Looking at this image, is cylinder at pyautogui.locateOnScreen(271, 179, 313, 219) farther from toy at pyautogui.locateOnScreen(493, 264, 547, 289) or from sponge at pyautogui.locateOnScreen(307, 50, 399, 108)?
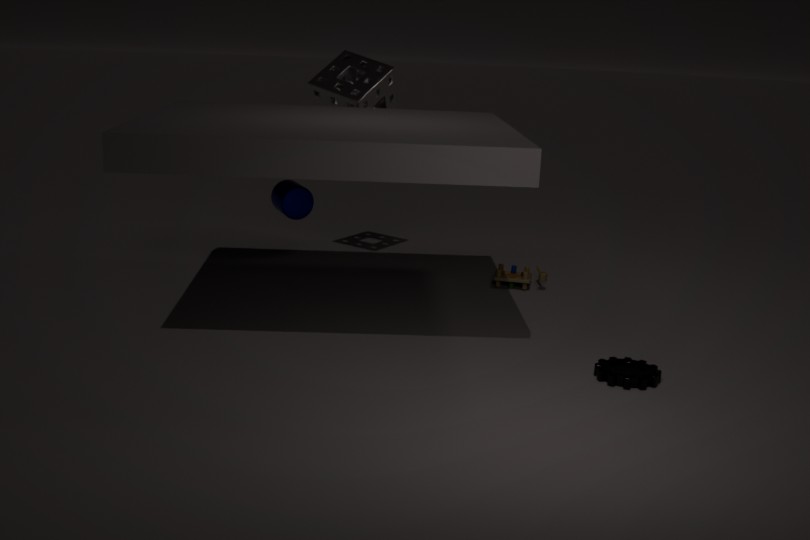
toy at pyautogui.locateOnScreen(493, 264, 547, 289)
